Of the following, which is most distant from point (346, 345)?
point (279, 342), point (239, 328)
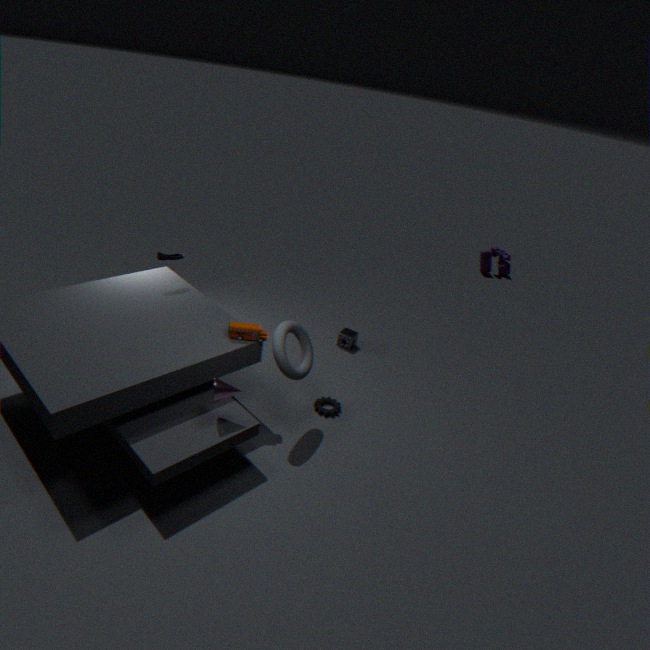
point (239, 328)
